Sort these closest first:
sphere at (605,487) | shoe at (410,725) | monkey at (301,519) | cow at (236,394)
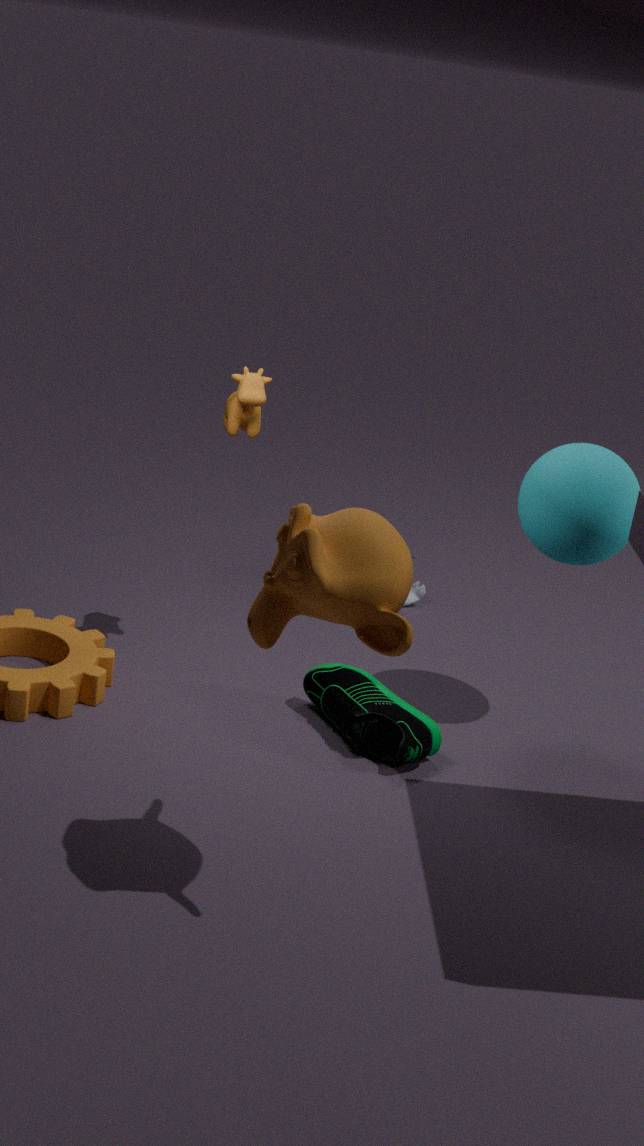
monkey at (301,519) → shoe at (410,725) → sphere at (605,487) → cow at (236,394)
